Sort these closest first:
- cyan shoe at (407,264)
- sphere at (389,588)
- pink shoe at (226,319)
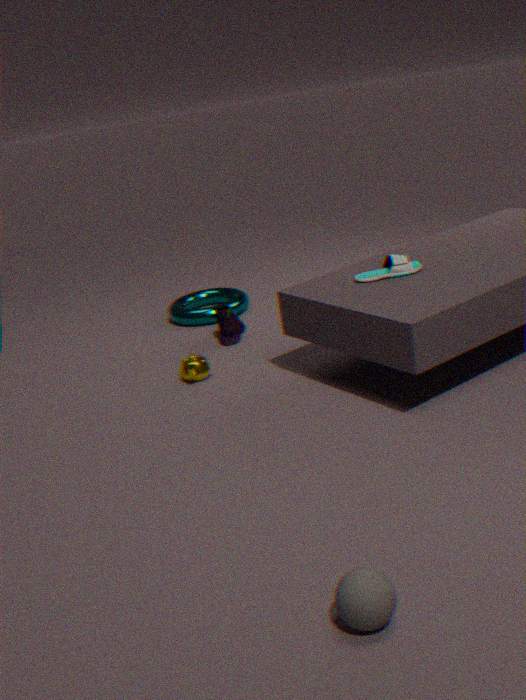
sphere at (389,588) < cyan shoe at (407,264) < pink shoe at (226,319)
